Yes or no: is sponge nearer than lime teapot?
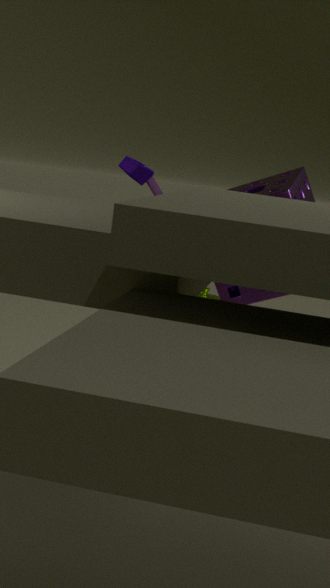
Yes
